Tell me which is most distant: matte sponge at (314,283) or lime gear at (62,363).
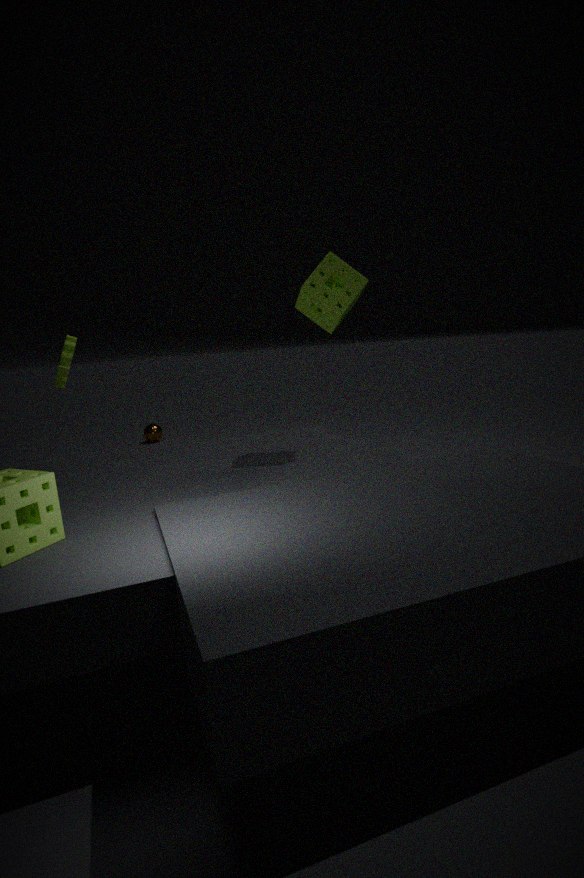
lime gear at (62,363)
